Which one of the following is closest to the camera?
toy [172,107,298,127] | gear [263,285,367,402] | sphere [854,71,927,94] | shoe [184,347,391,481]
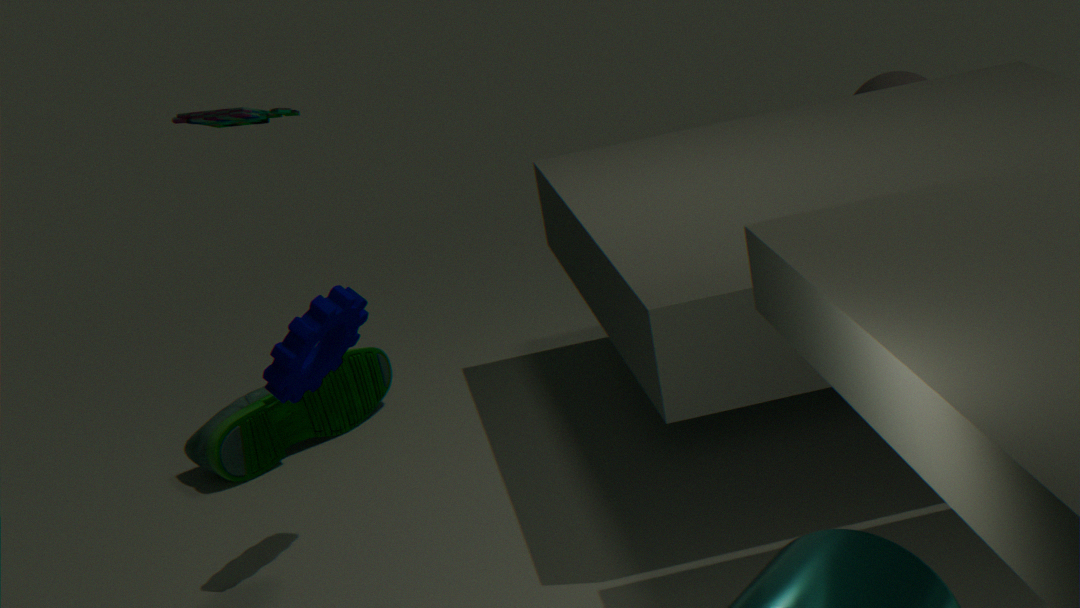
toy [172,107,298,127]
